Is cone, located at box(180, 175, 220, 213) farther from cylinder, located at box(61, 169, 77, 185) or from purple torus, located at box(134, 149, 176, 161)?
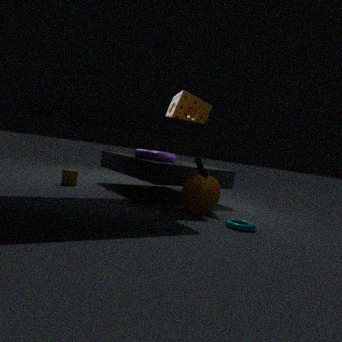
cylinder, located at box(61, 169, 77, 185)
